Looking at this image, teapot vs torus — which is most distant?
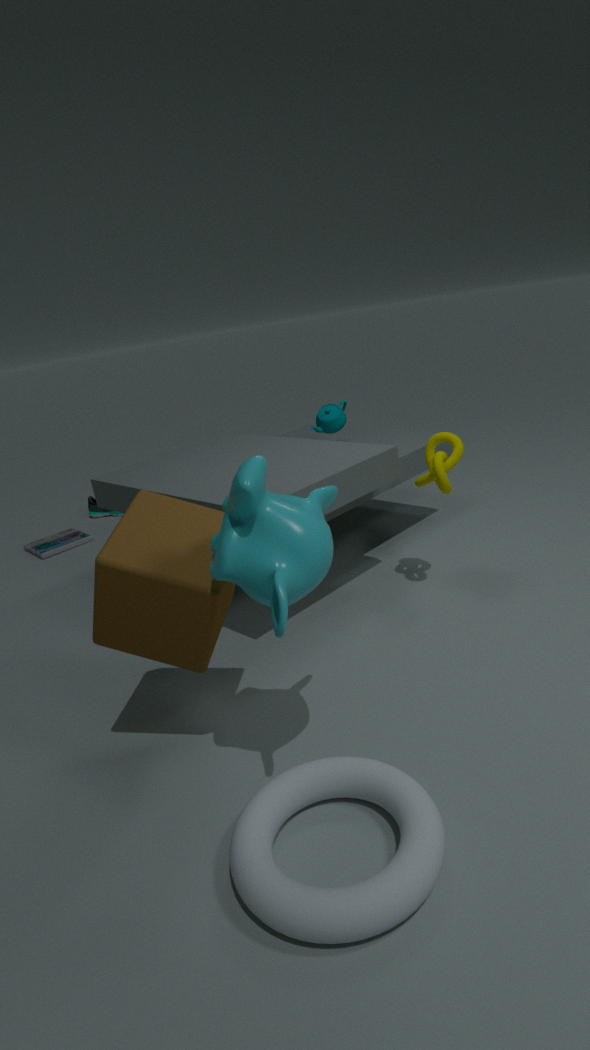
teapot
